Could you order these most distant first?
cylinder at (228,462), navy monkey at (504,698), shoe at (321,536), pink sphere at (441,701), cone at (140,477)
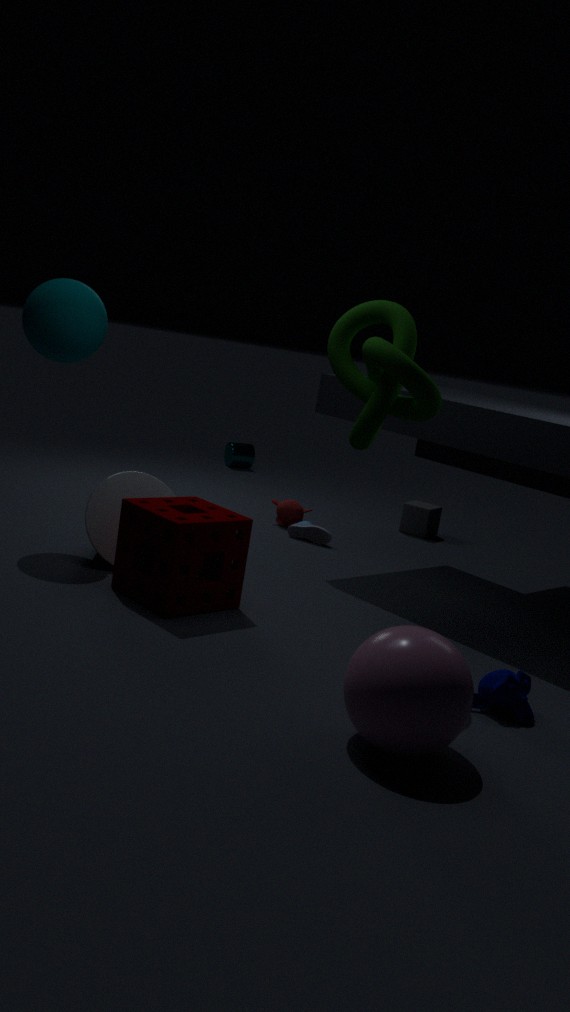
cylinder at (228,462) < shoe at (321,536) < cone at (140,477) < navy monkey at (504,698) < pink sphere at (441,701)
